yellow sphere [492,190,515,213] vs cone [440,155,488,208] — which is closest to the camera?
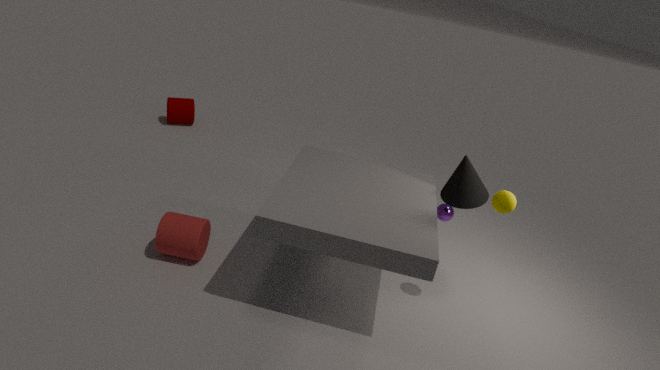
yellow sphere [492,190,515,213]
